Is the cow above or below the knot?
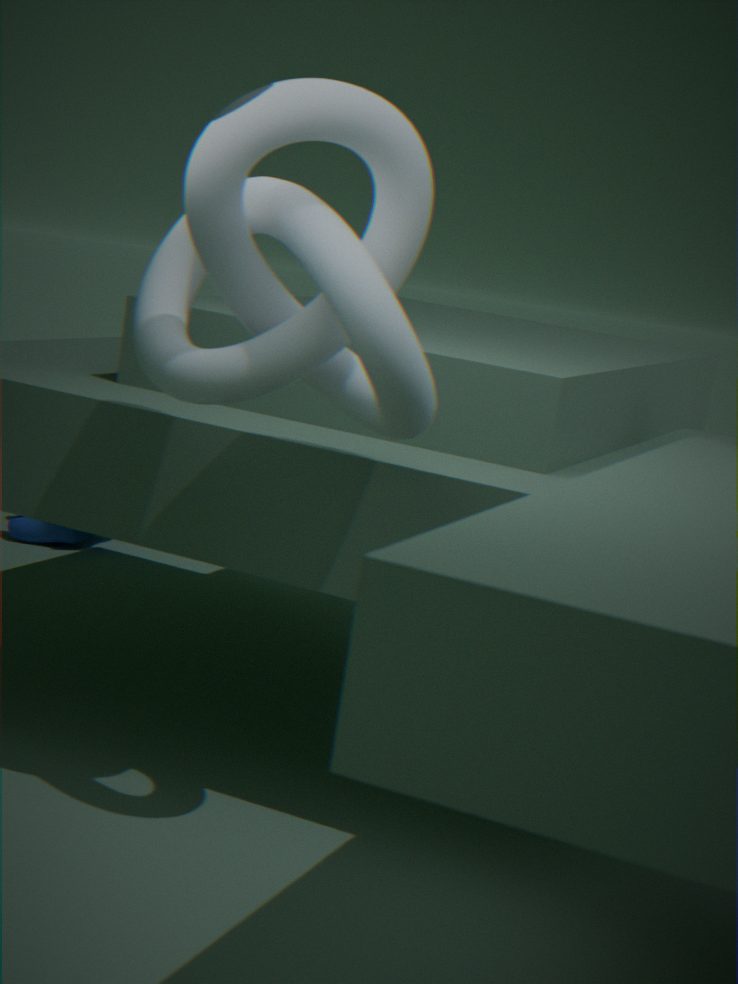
below
